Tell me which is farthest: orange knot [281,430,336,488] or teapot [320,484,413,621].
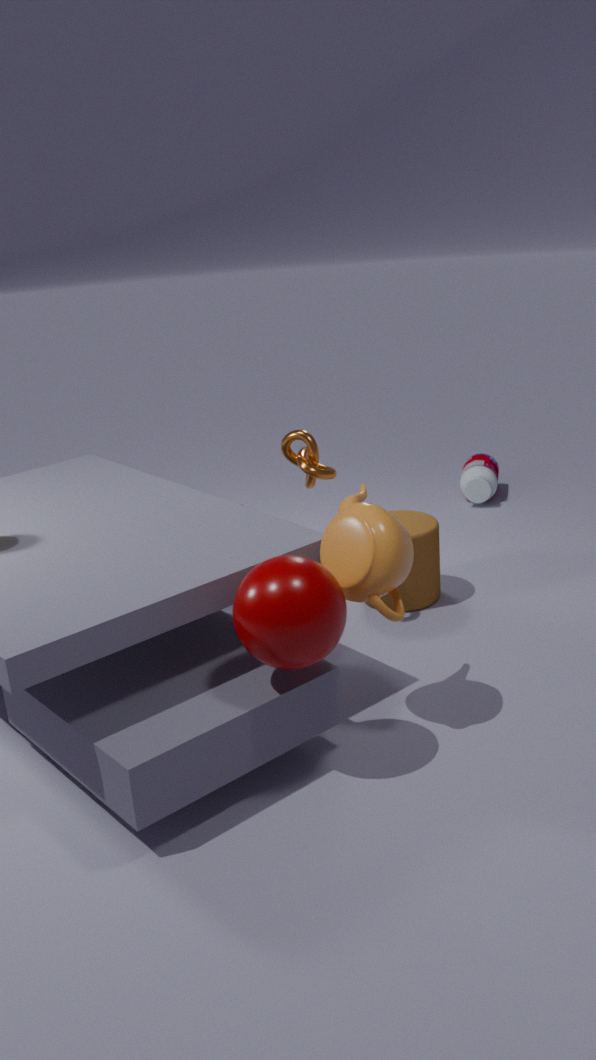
orange knot [281,430,336,488]
